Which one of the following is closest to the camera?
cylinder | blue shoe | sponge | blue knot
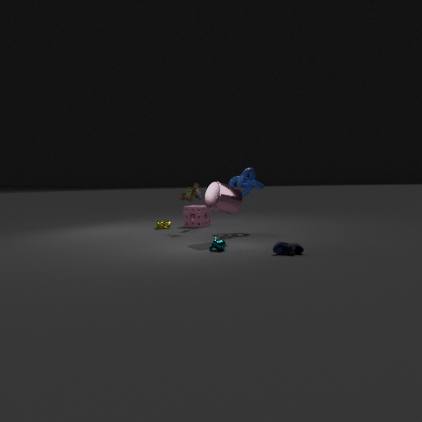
blue shoe
